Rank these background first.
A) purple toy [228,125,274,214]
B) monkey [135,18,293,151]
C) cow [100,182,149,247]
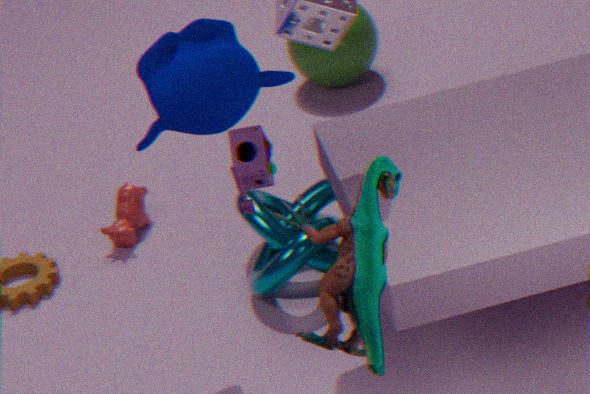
cow [100,182,149,247] → monkey [135,18,293,151] → purple toy [228,125,274,214]
